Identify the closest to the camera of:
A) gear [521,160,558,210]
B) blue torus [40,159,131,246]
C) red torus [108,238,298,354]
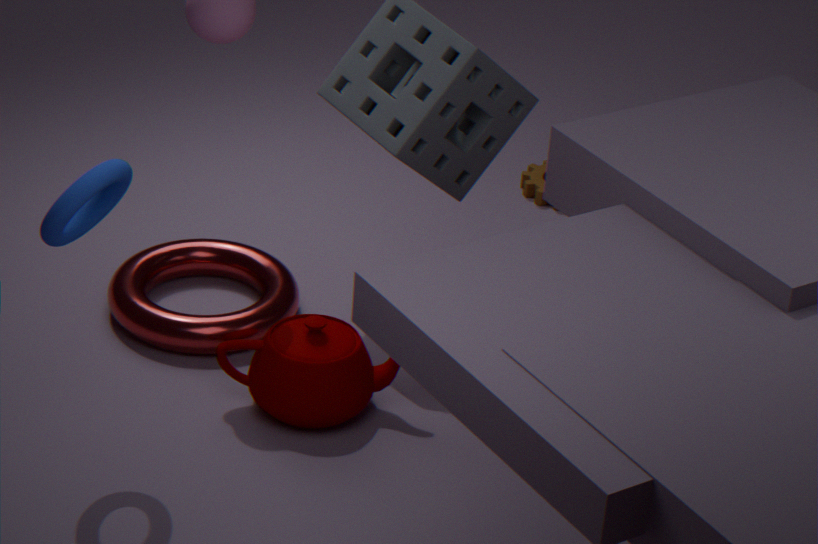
B. blue torus [40,159,131,246]
